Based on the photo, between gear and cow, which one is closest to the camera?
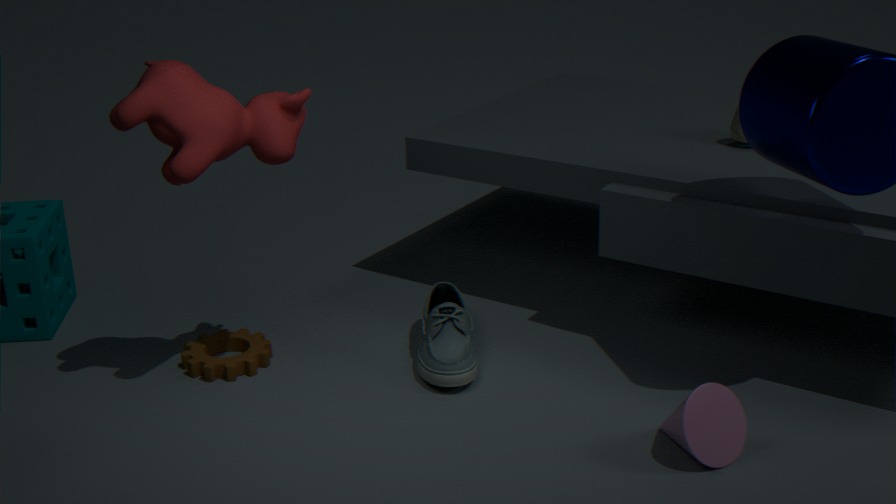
cow
